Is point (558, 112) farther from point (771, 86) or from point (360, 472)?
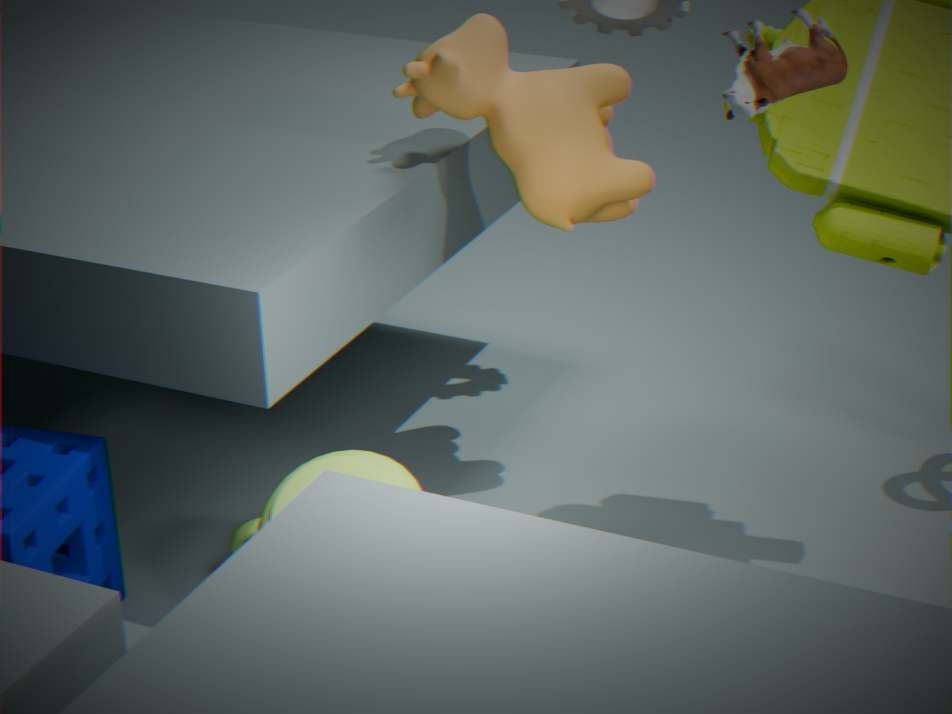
point (360, 472)
